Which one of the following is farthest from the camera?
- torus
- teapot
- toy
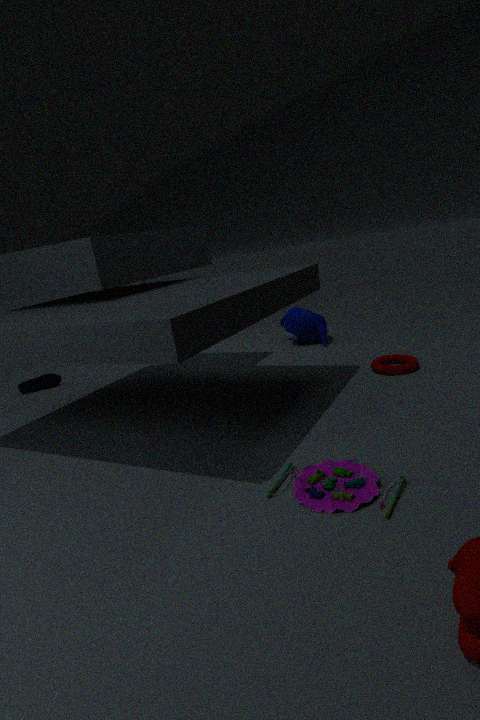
teapot
